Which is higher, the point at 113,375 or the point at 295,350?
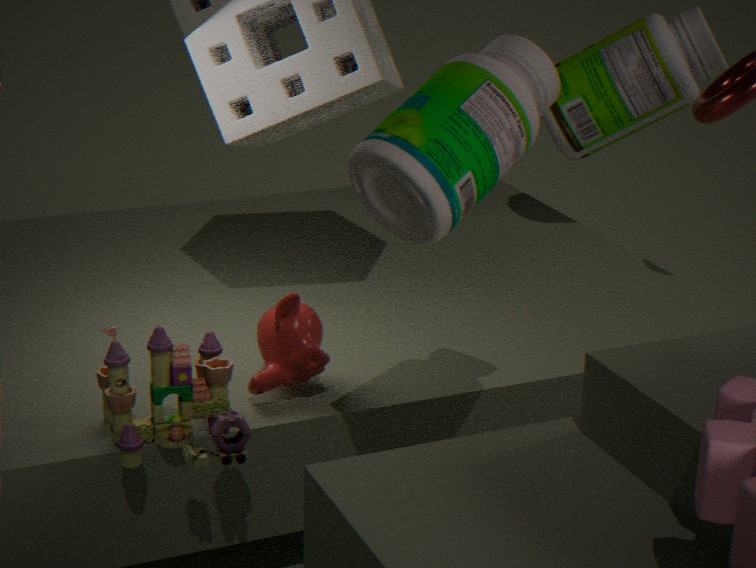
the point at 295,350
